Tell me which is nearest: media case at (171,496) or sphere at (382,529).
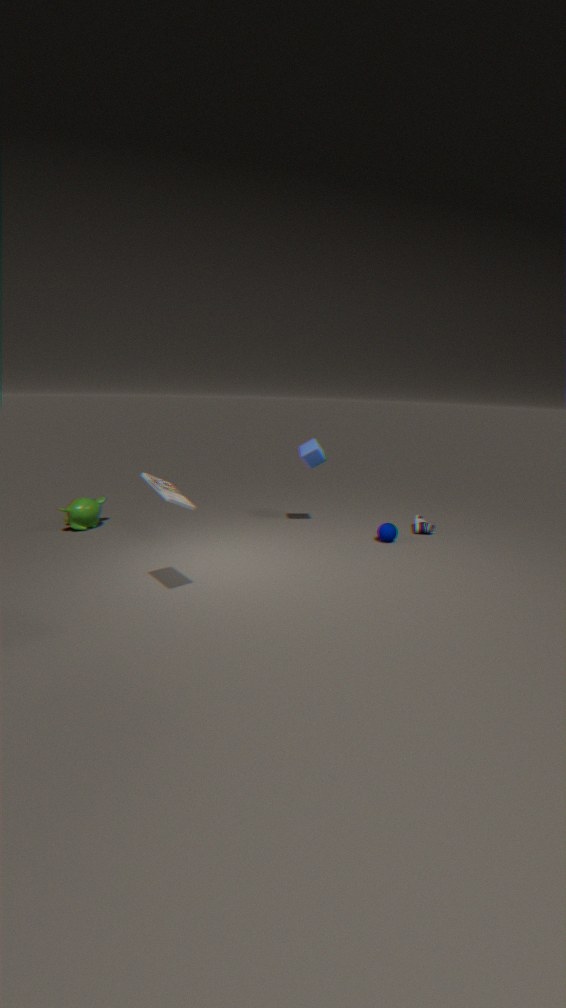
media case at (171,496)
